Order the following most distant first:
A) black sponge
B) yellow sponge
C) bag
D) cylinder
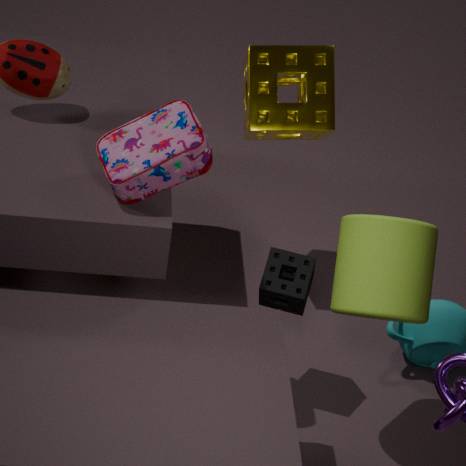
yellow sponge < black sponge < cylinder < bag
